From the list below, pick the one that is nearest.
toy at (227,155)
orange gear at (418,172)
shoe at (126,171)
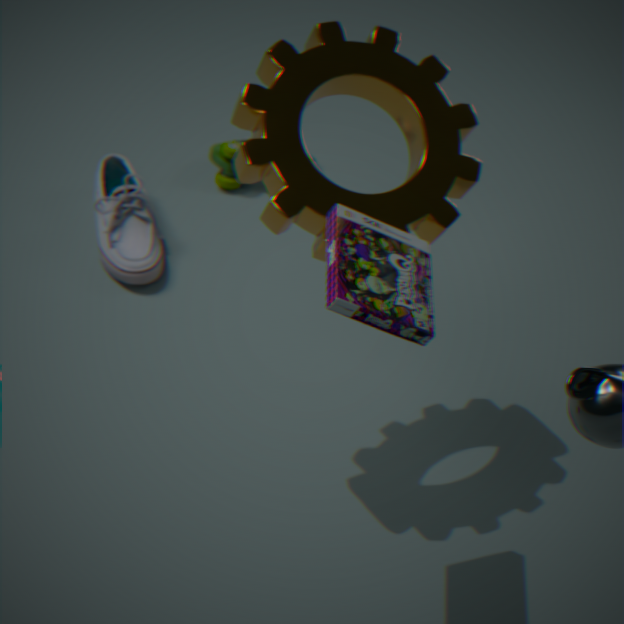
orange gear at (418,172)
